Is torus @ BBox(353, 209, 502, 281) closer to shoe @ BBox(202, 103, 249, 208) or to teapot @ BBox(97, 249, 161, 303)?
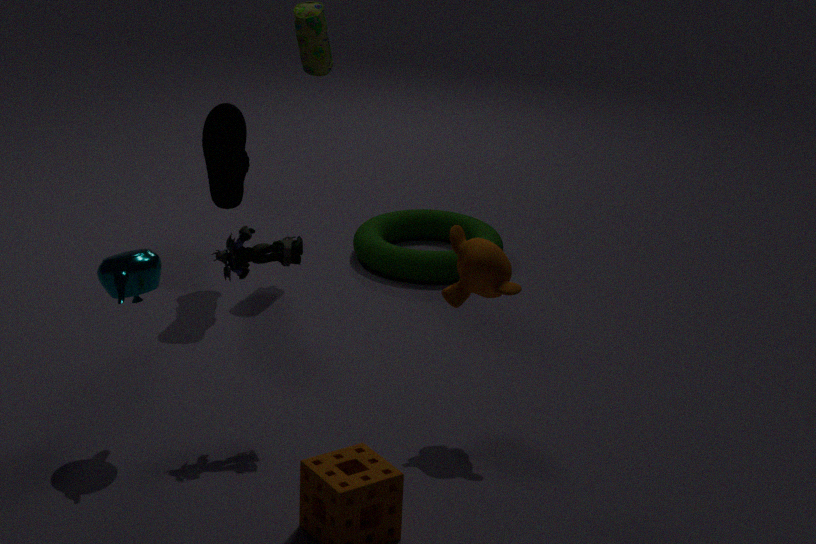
shoe @ BBox(202, 103, 249, 208)
